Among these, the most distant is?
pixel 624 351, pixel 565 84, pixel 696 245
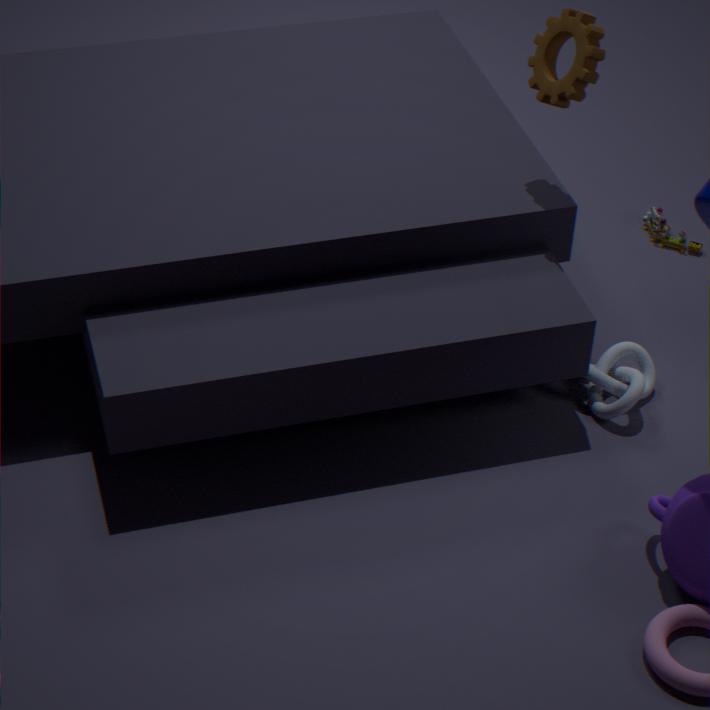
pixel 696 245
